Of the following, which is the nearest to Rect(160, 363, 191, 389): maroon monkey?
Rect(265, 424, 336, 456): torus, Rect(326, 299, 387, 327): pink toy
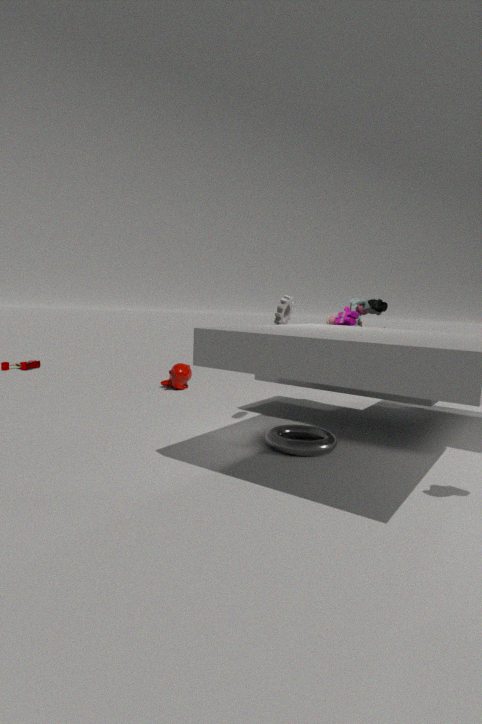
Rect(326, 299, 387, 327): pink toy
